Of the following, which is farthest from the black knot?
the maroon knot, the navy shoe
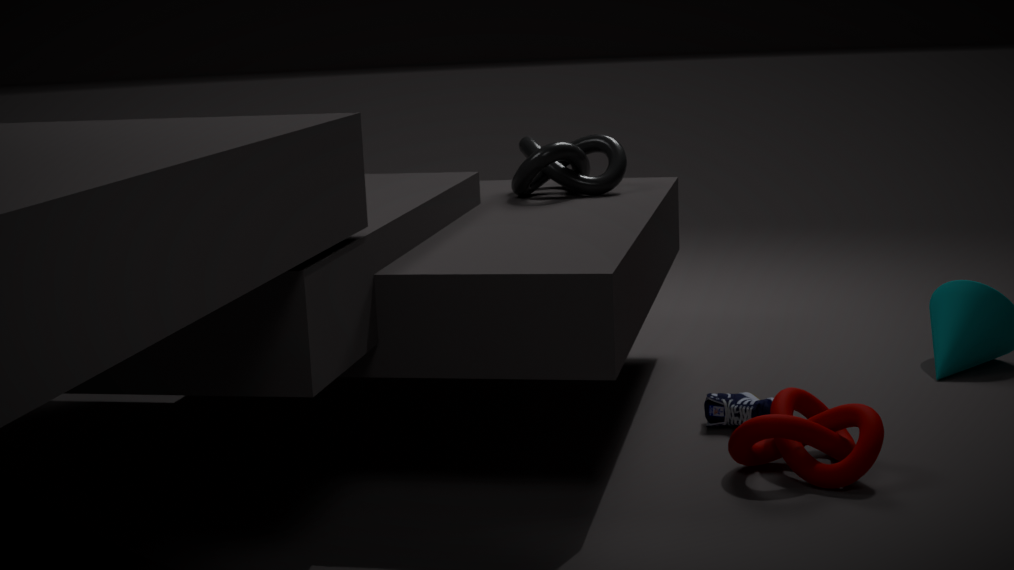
the maroon knot
